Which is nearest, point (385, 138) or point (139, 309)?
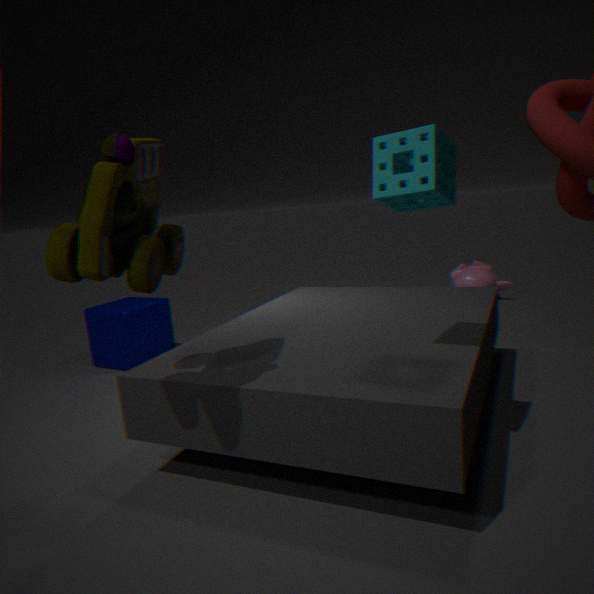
point (385, 138)
